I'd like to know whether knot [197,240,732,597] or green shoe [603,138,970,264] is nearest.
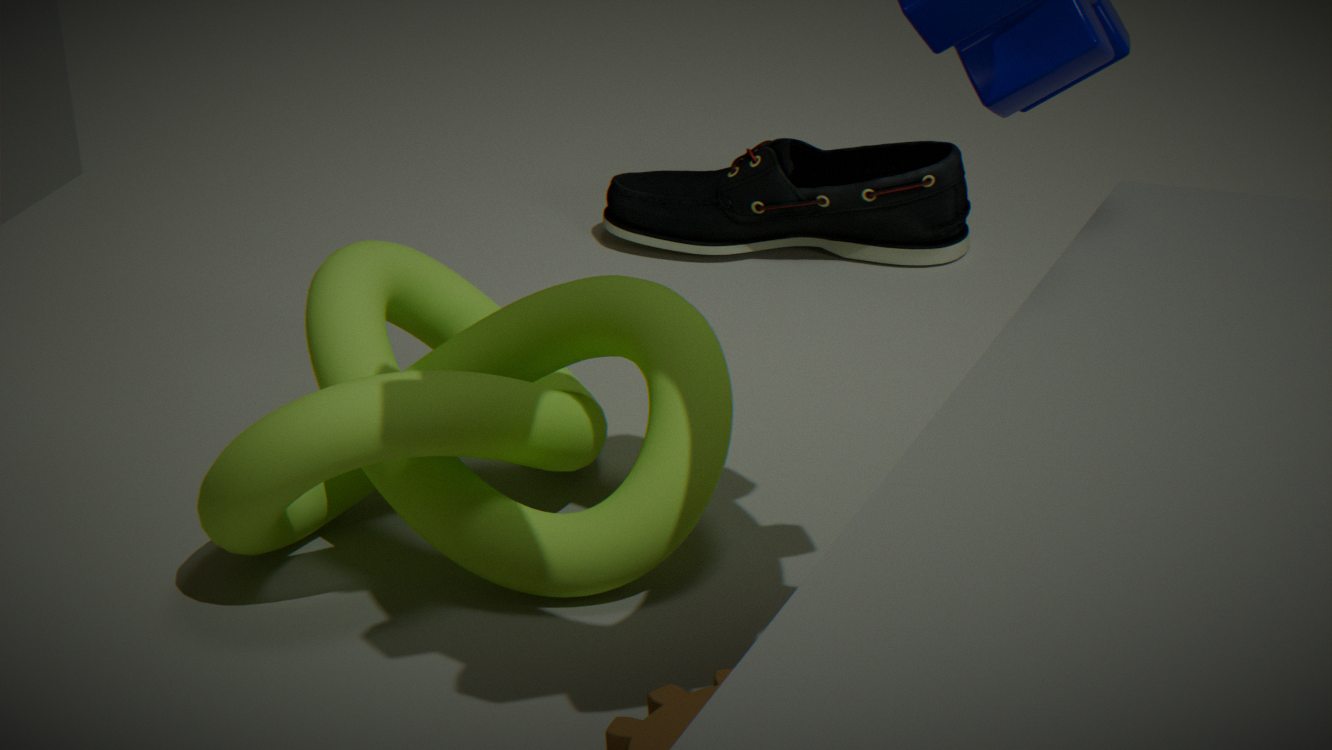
knot [197,240,732,597]
